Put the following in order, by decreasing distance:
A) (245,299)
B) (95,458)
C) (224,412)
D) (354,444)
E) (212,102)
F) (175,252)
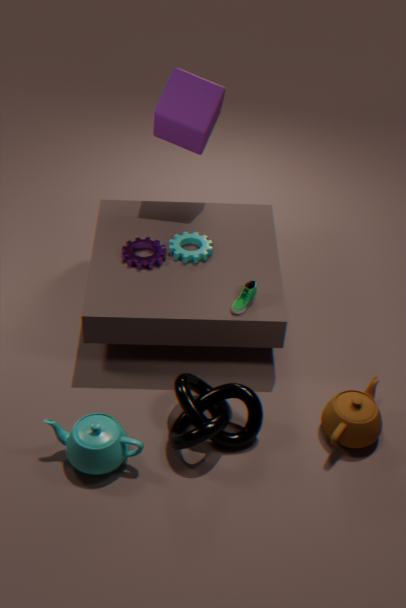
(212,102) < (175,252) < (245,299) < (354,444) < (224,412) < (95,458)
